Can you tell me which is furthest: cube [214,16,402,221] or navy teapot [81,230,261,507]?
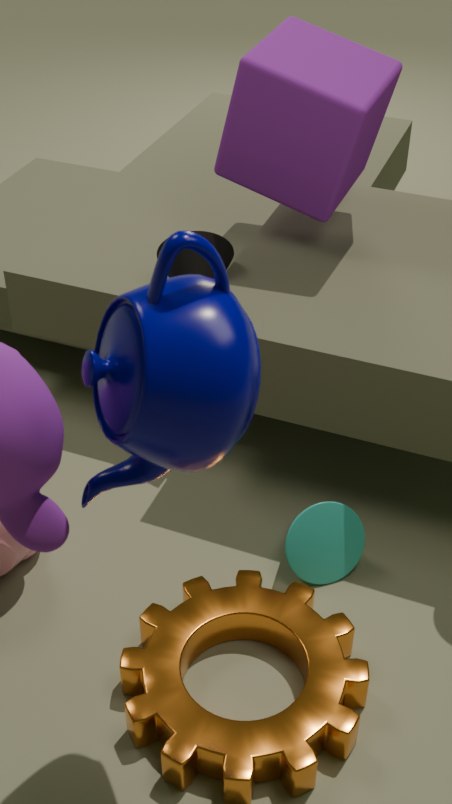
cube [214,16,402,221]
